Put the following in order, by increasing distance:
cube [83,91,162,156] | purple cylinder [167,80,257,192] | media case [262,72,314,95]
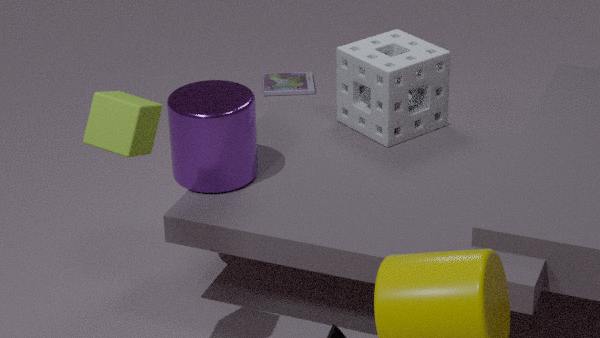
cube [83,91,162,156], purple cylinder [167,80,257,192], media case [262,72,314,95]
